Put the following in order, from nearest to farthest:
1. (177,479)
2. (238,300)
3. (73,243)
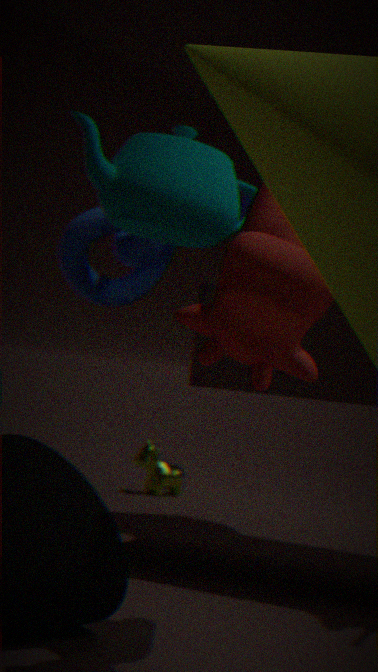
(238,300), (73,243), (177,479)
